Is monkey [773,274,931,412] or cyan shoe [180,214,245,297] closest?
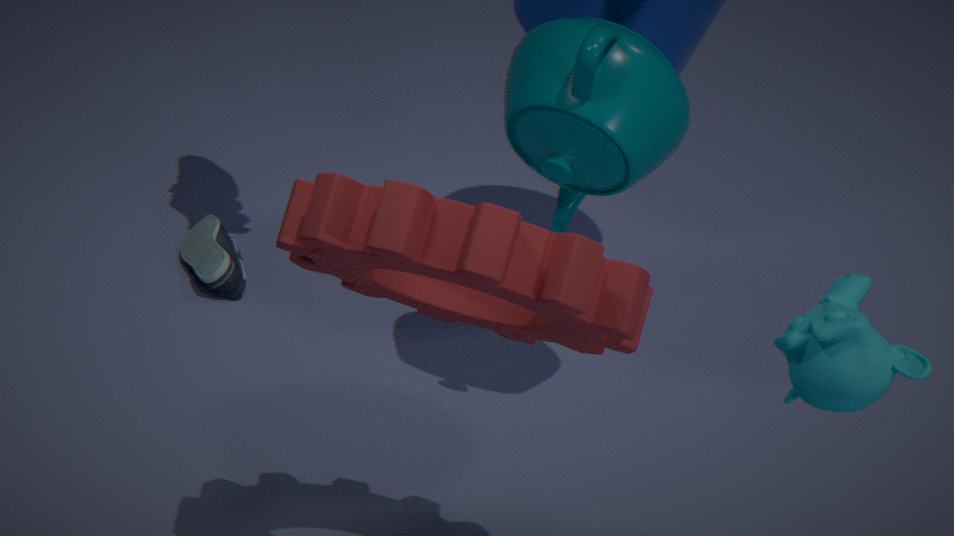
monkey [773,274,931,412]
